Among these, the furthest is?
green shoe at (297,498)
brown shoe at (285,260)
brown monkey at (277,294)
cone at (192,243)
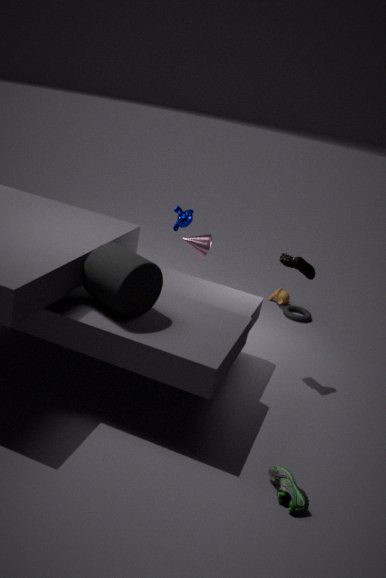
brown monkey at (277,294)
